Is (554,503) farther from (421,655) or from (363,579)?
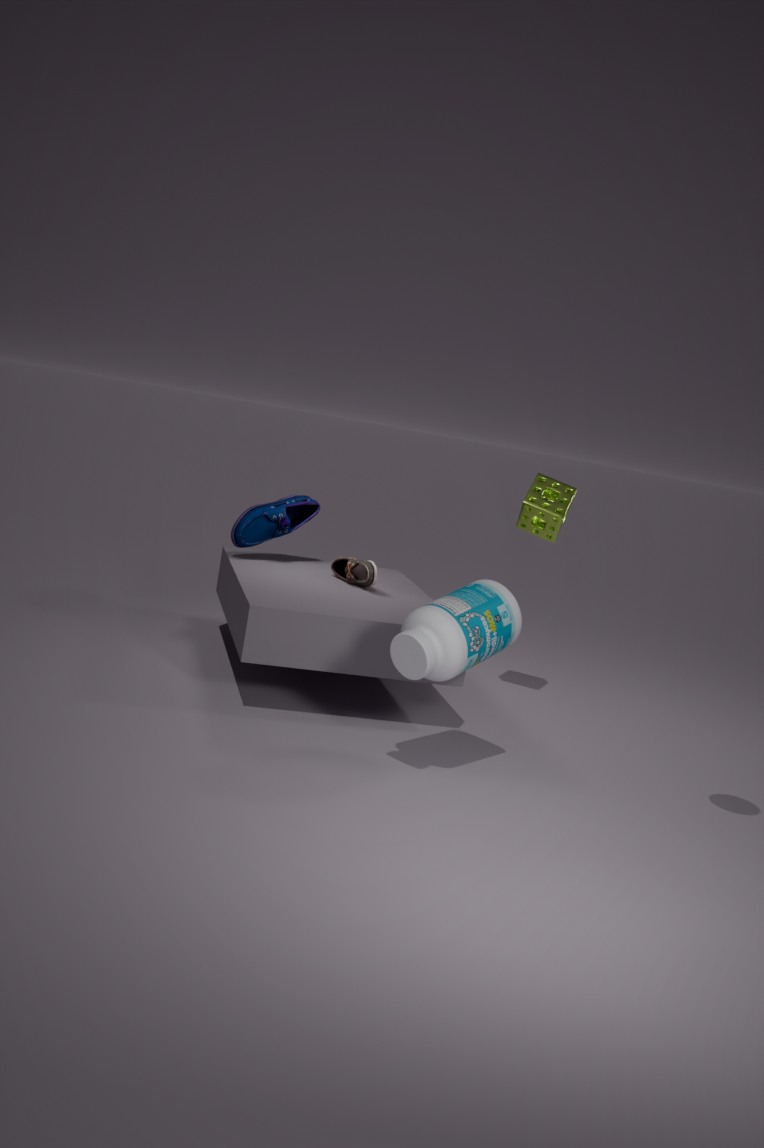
(421,655)
